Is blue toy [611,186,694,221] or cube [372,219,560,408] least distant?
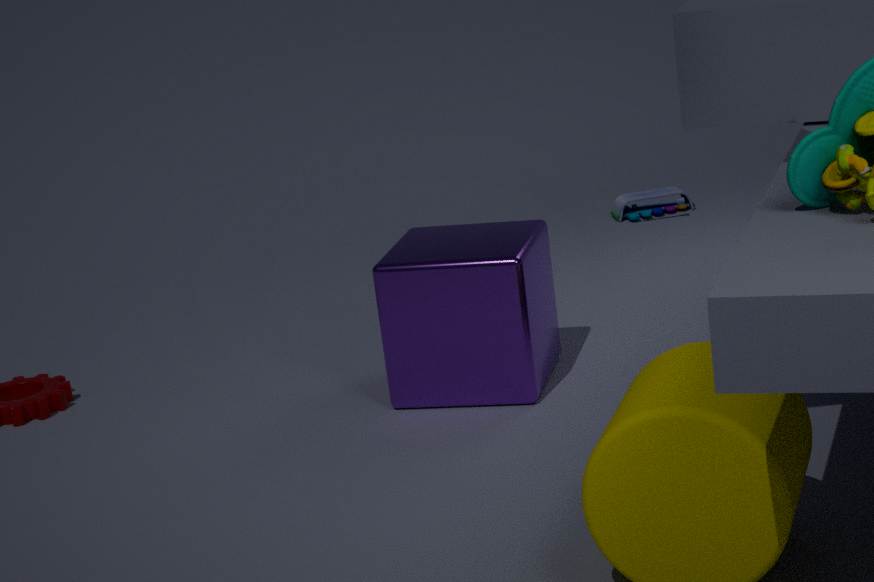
cube [372,219,560,408]
